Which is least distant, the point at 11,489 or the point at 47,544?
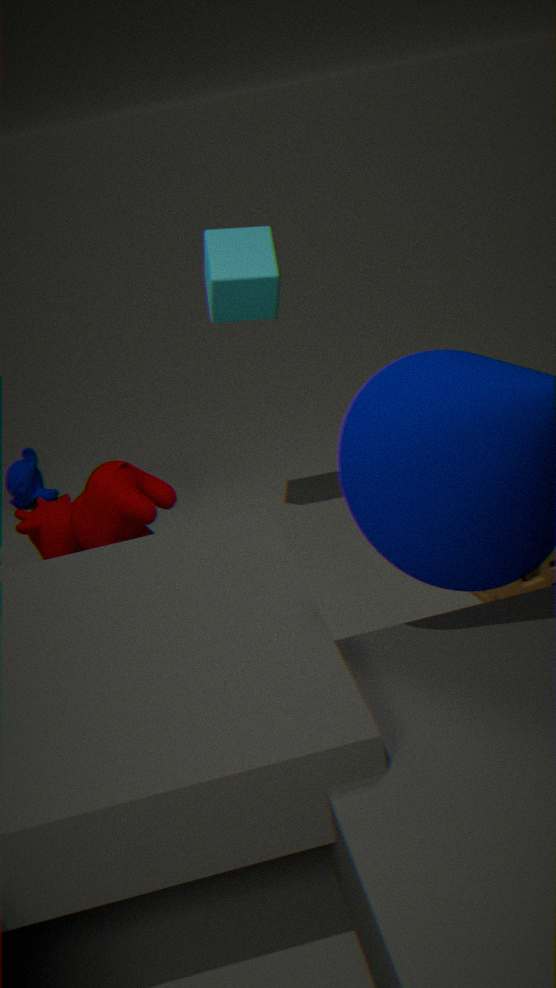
the point at 47,544
